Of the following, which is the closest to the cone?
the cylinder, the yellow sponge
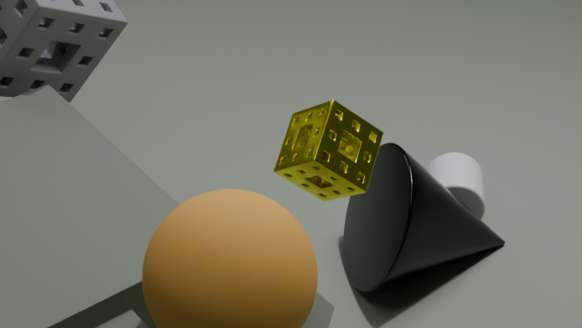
the cylinder
